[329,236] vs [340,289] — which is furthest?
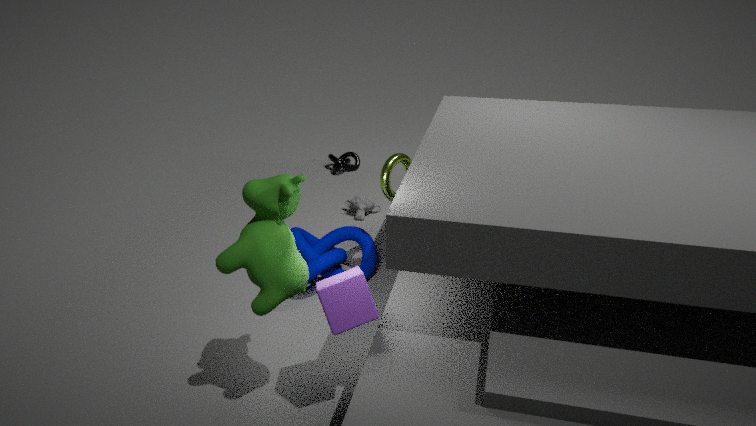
[329,236]
